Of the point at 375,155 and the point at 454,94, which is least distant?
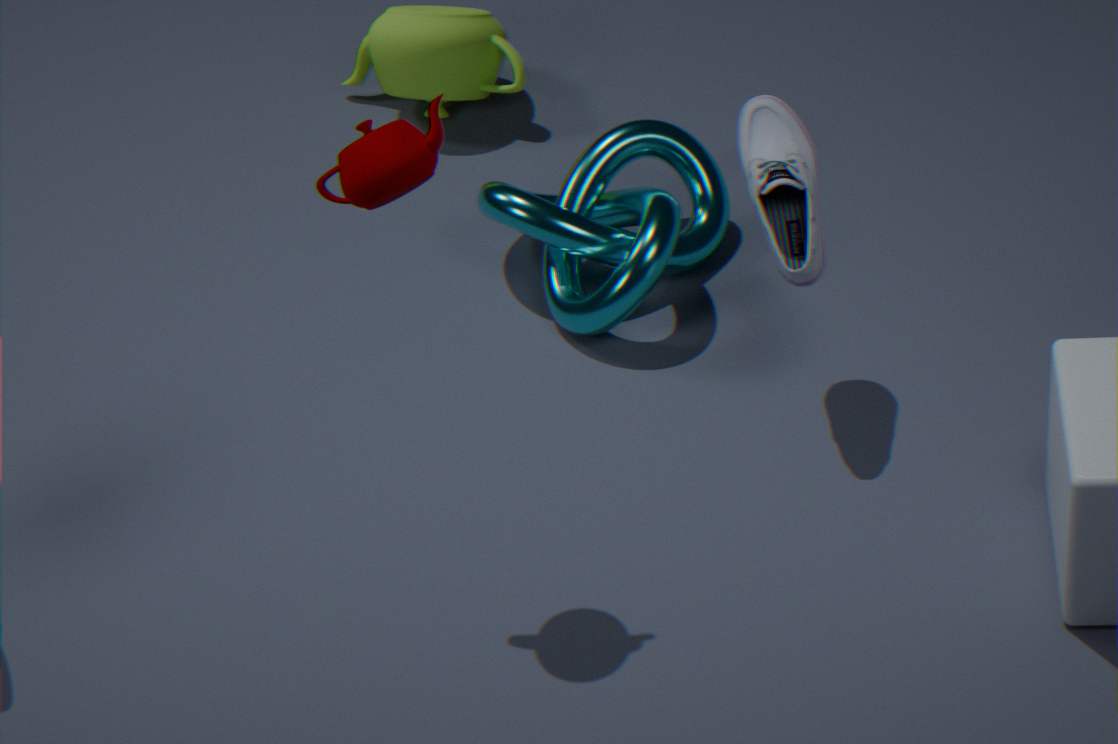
the point at 375,155
